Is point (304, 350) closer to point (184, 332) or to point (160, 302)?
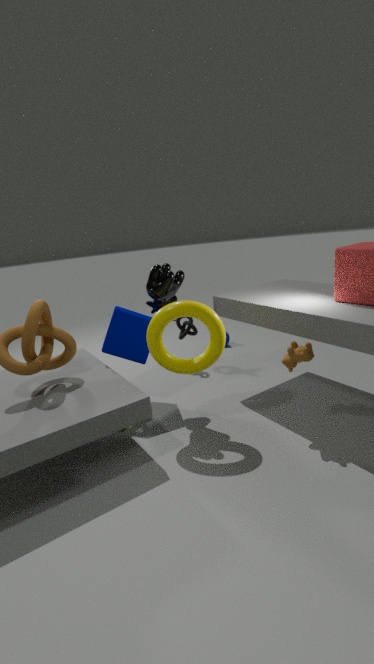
point (160, 302)
